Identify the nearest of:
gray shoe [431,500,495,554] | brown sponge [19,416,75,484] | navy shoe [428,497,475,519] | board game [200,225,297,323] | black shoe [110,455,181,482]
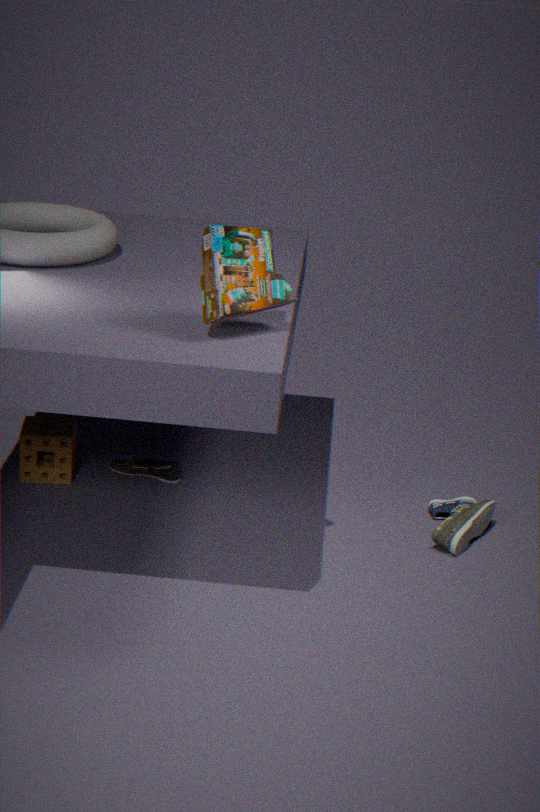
board game [200,225,297,323]
